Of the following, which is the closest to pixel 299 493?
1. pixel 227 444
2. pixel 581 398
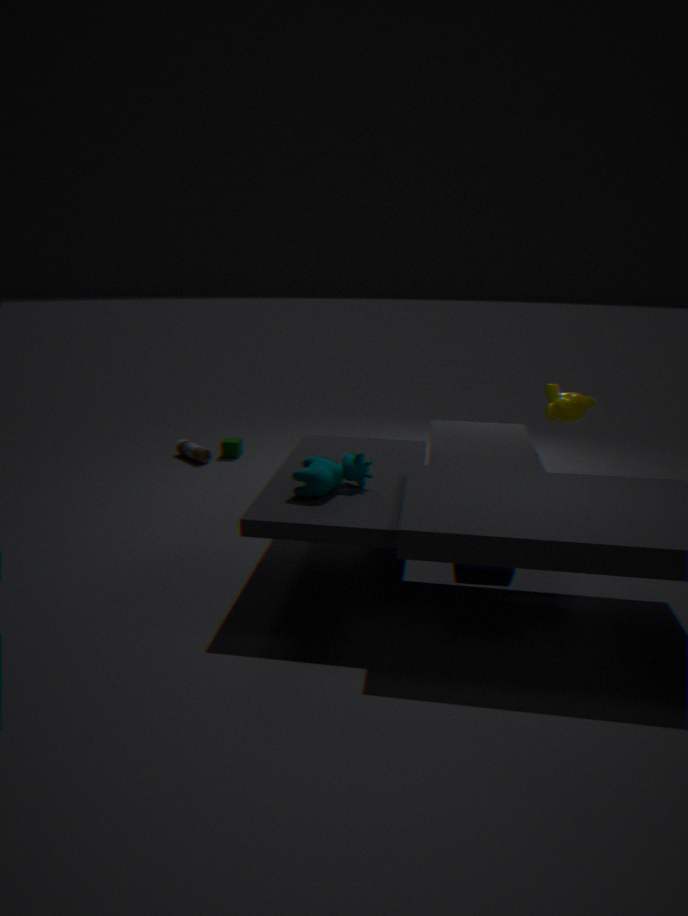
pixel 581 398
